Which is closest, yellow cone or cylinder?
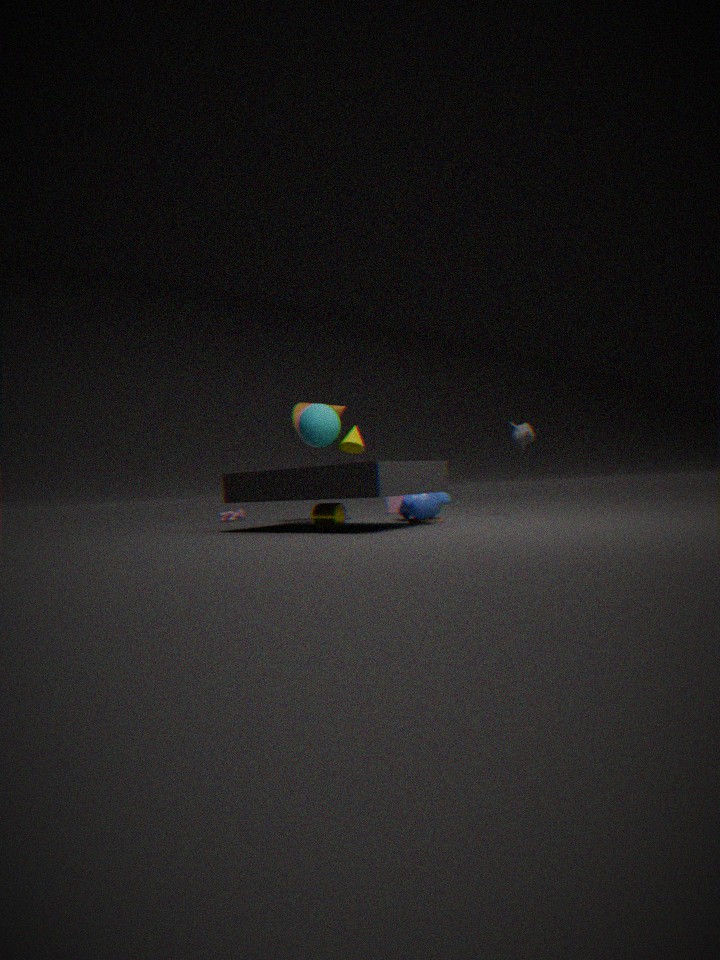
cylinder
